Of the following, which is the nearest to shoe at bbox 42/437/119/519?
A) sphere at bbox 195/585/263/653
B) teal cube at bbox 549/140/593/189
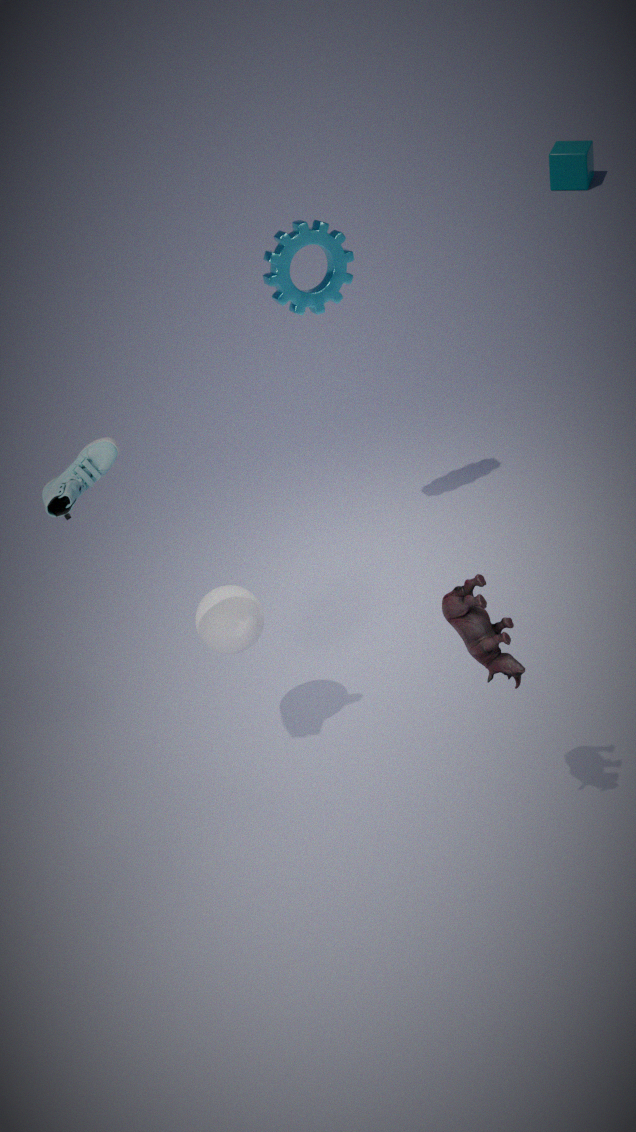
sphere at bbox 195/585/263/653
